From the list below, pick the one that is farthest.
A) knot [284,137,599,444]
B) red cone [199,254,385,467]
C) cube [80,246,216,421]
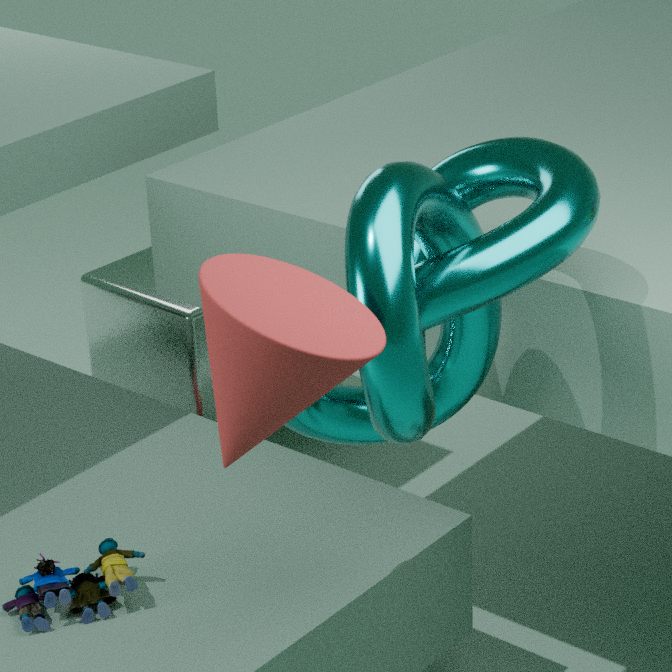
cube [80,246,216,421]
